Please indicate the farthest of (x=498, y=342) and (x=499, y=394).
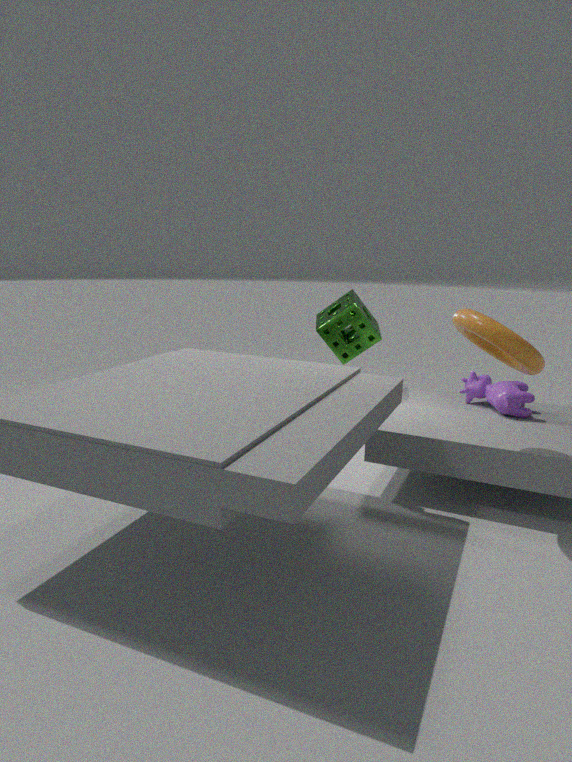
(x=499, y=394)
